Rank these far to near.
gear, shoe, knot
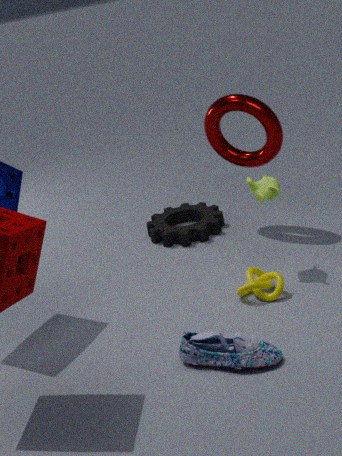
1. gear
2. knot
3. shoe
